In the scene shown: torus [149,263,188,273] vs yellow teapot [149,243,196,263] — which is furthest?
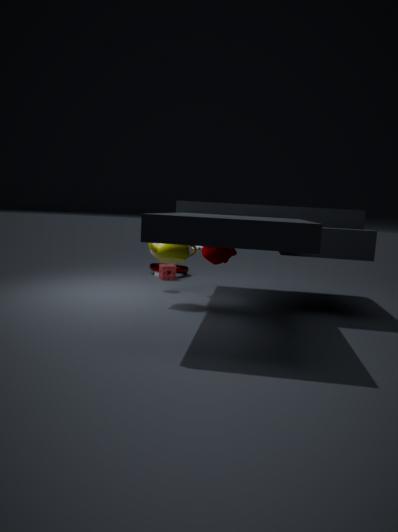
torus [149,263,188,273]
